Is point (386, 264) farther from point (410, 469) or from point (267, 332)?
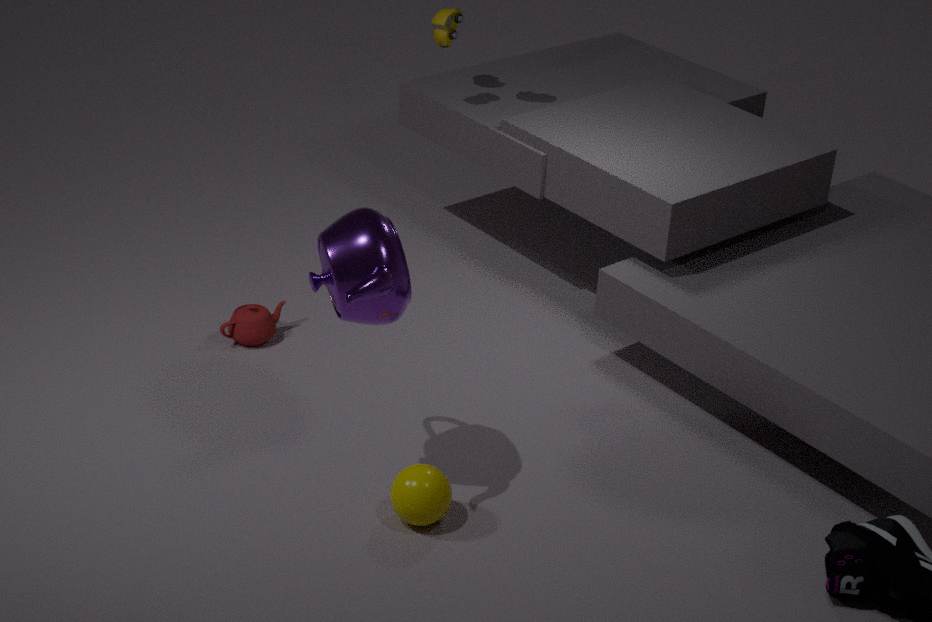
point (267, 332)
